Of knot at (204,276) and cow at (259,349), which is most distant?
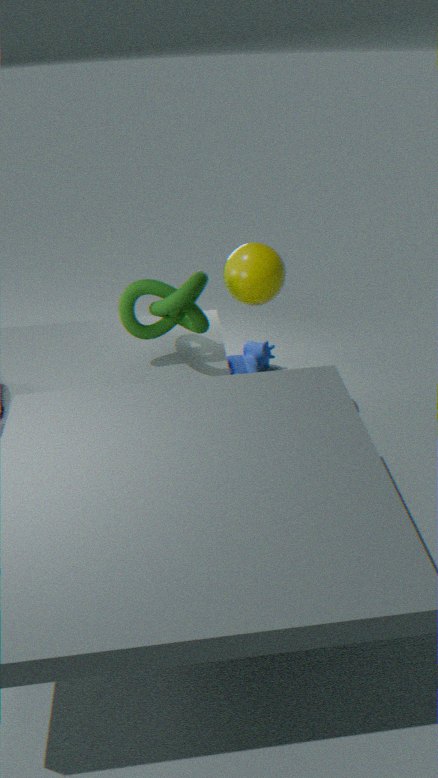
cow at (259,349)
